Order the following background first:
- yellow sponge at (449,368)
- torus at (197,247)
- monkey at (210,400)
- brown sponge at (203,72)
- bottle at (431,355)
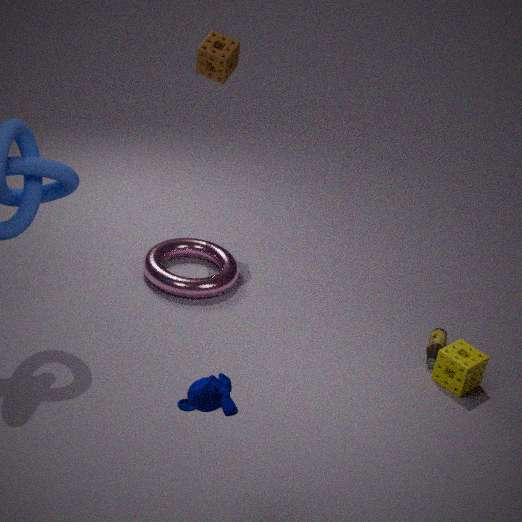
brown sponge at (203,72)
torus at (197,247)
bottle at (431,355)
yellow sponge at (449,368)
monkey at (210,400)
